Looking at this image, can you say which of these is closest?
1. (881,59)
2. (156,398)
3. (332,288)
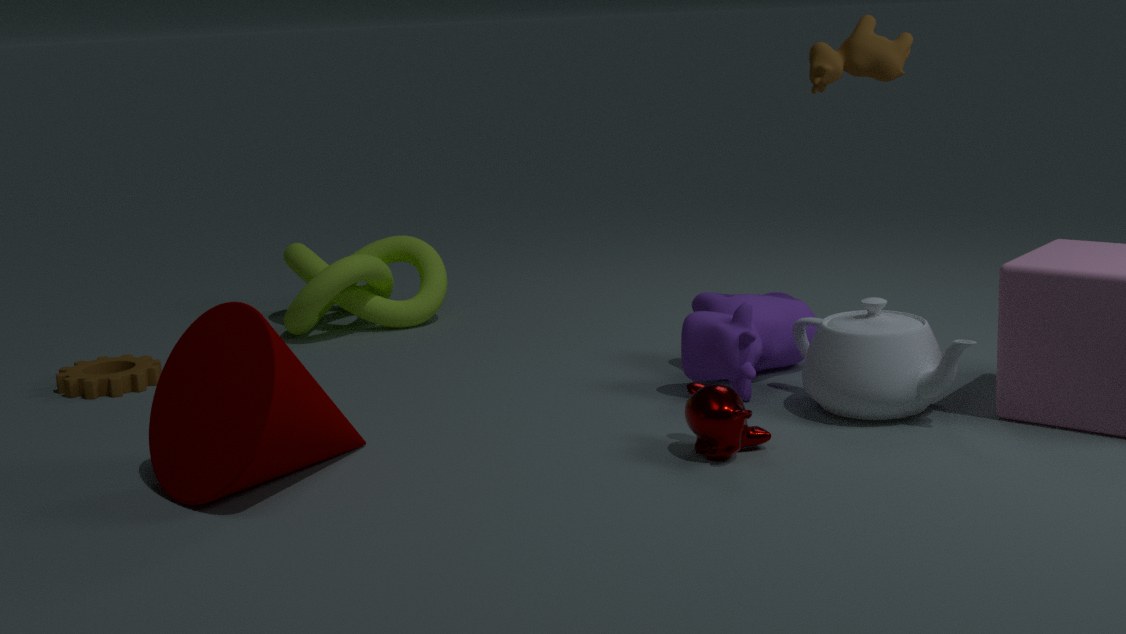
(156,398)
